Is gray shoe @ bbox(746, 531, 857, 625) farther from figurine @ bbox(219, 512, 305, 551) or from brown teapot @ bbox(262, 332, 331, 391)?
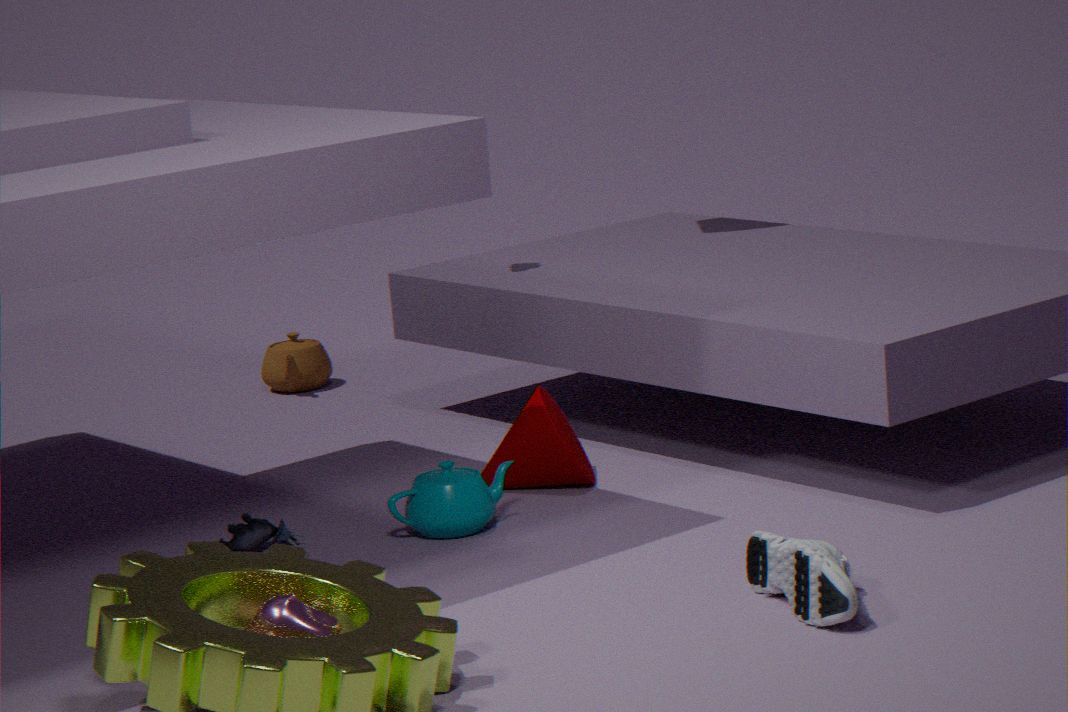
brown teapot @ bbox(262, 332, 331, 391)
